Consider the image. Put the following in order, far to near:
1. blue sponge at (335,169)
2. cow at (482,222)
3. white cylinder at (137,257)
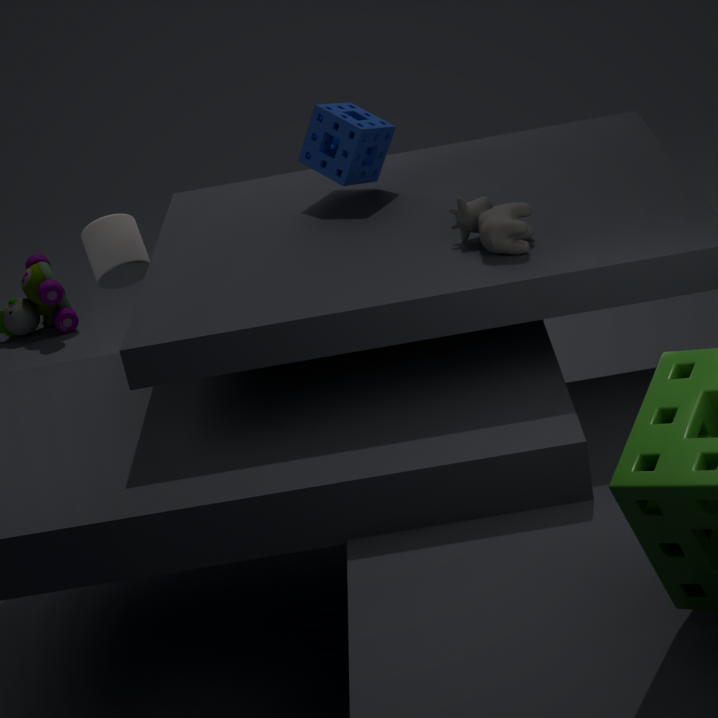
1. white cylinder at (137,257)
2. blue sponge at (335,169)
3. cow at (482,222)
